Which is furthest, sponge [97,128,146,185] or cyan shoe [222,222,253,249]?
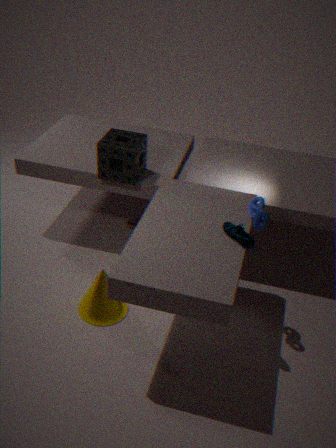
sponge [97,128,146,185]
